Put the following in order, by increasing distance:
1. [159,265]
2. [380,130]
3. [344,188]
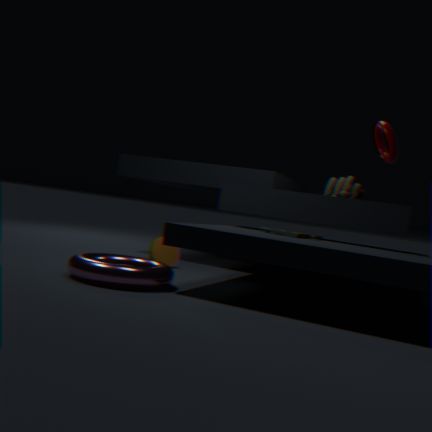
[159,265] → [380,130] → [344,188]
